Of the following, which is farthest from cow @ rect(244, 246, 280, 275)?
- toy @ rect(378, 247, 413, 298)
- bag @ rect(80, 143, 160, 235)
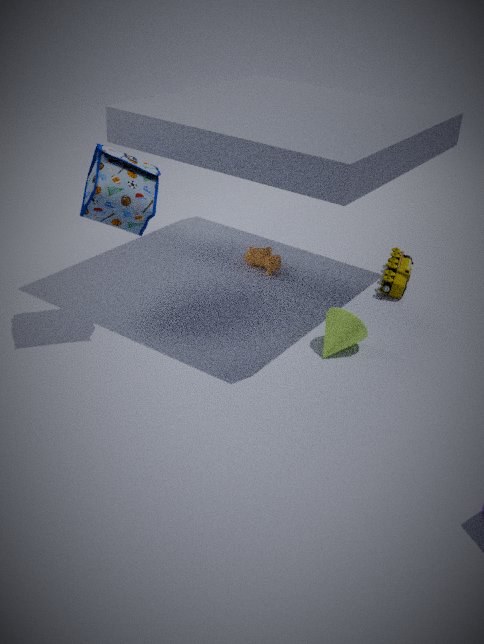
bag @ rect(80, 143, 160, 235)
